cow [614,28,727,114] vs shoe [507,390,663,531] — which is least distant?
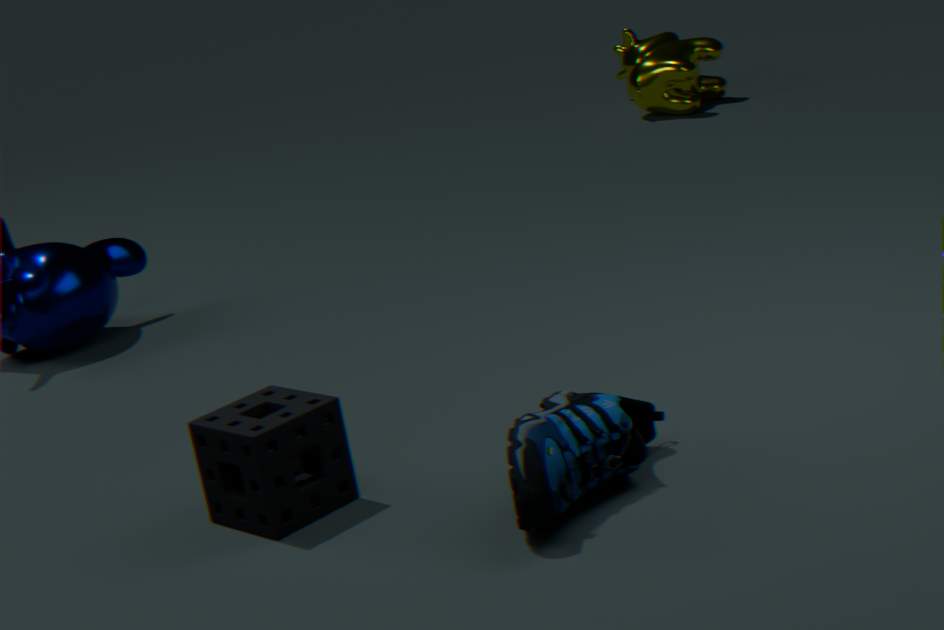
shoe [507,390,663,531]
